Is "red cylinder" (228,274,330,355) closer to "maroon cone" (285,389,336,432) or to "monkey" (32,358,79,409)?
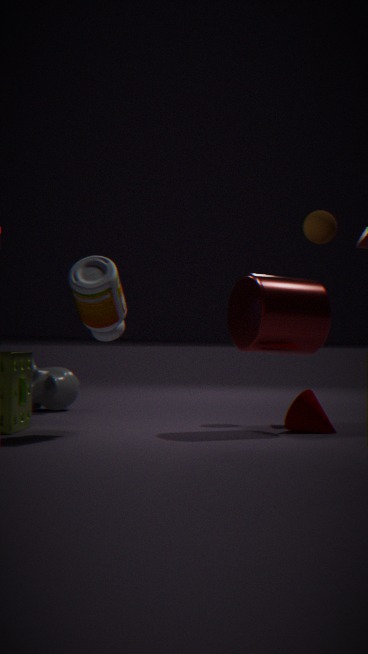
"maroon cone" (285,389,336,432)
